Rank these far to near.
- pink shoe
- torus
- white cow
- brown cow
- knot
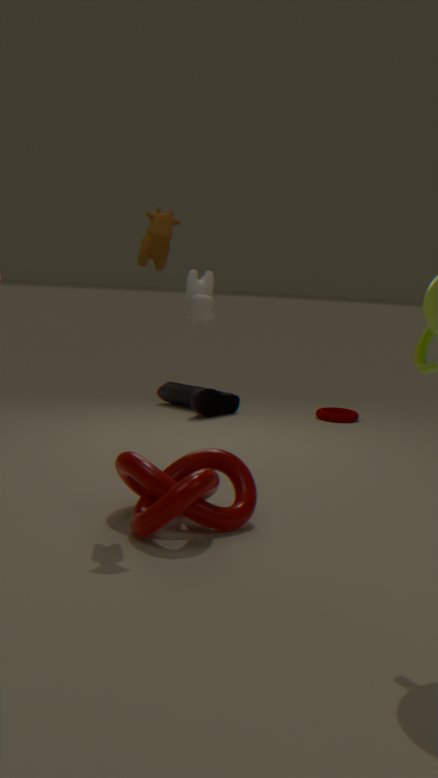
torus < pink shoe < white cow < brown cow < knot
